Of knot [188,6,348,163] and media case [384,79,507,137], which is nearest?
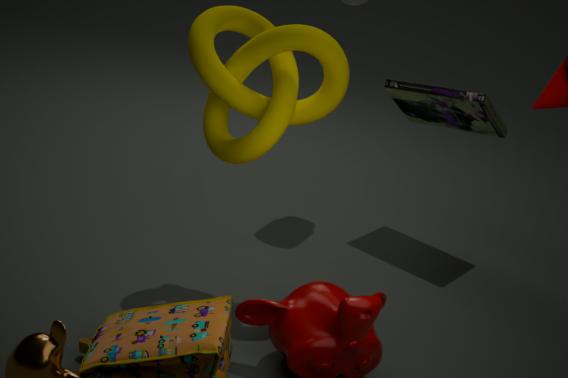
knot [188,6,348,163]
